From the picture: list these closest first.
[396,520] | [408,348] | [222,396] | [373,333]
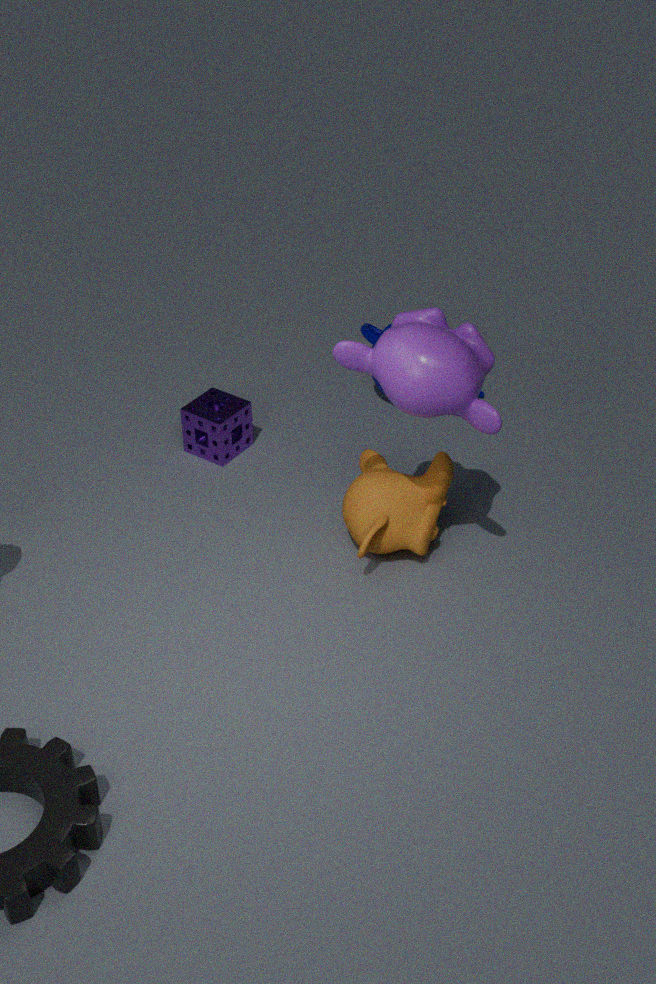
[408,348] → [396,520] → [222,396] → [373,333]
